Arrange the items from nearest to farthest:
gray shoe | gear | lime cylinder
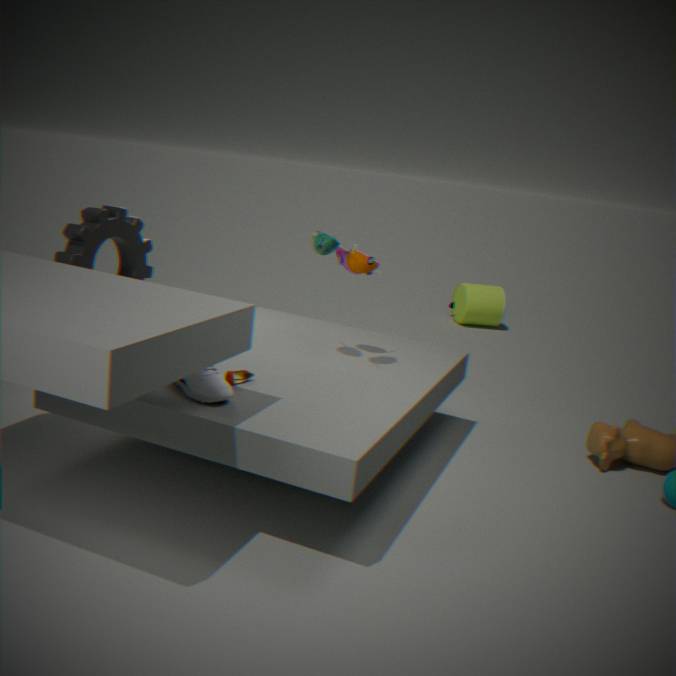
gray shoe
gear
lime cylinder
